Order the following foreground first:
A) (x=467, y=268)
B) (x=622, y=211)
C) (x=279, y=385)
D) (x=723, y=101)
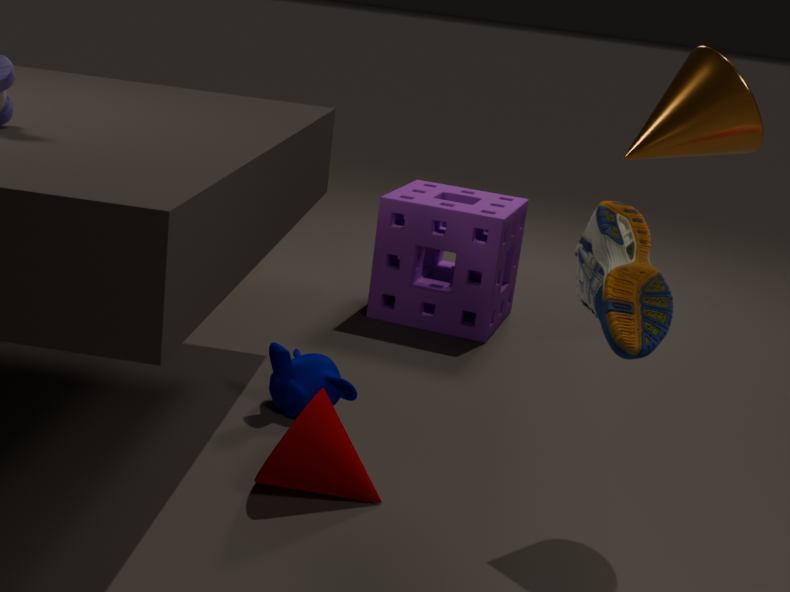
1. (x=622, y=211)
2. (x=723, y=101)
3. (x=279, y=385)
4. (x=467, y=268)
